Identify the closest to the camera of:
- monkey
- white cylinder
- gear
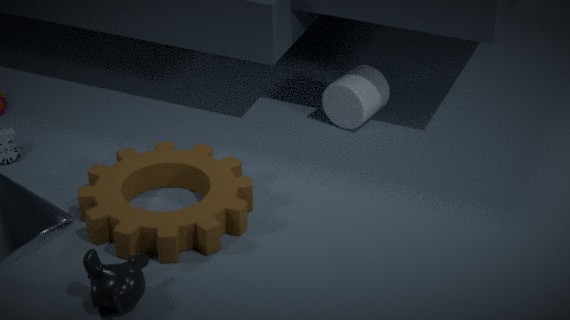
monkey
